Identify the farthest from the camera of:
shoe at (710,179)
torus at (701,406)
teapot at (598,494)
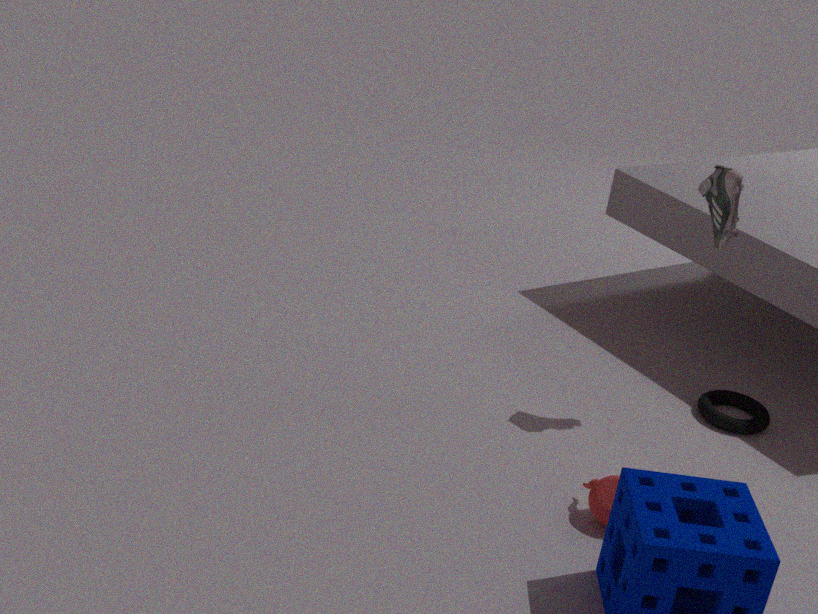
torus at (701,406)
